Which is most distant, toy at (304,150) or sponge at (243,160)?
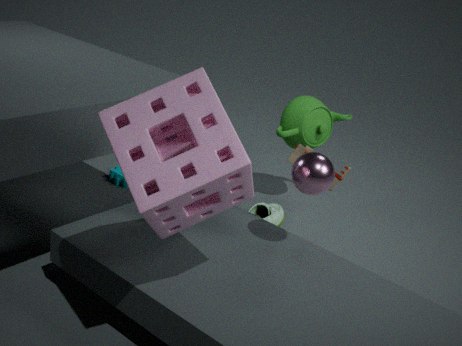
toy at (304,150)
